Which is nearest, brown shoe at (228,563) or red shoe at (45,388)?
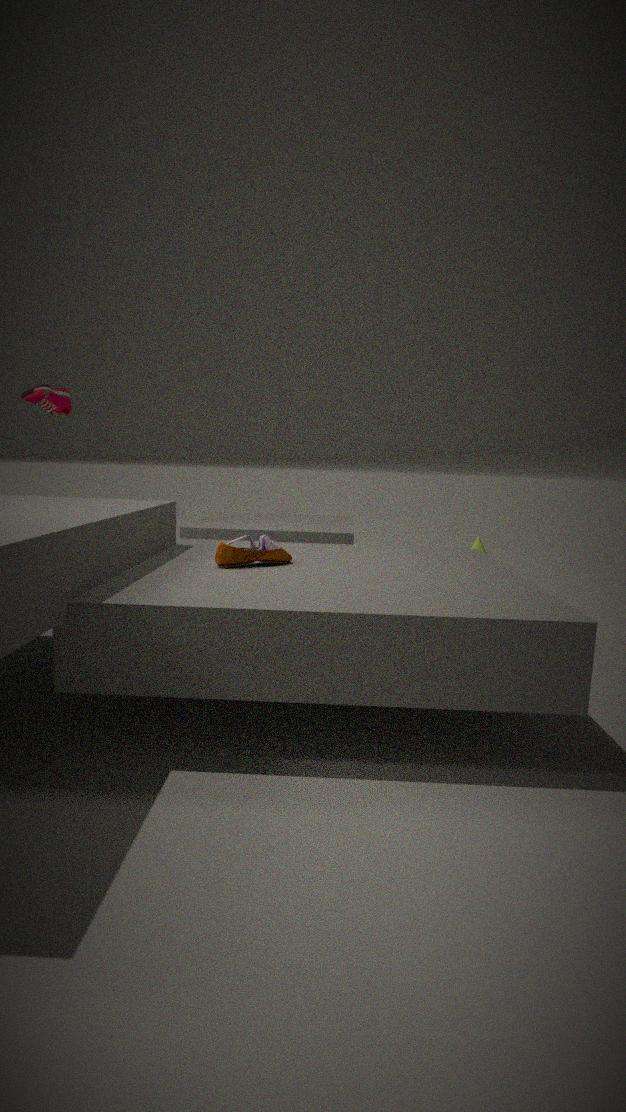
brown shoe at (228,563)
